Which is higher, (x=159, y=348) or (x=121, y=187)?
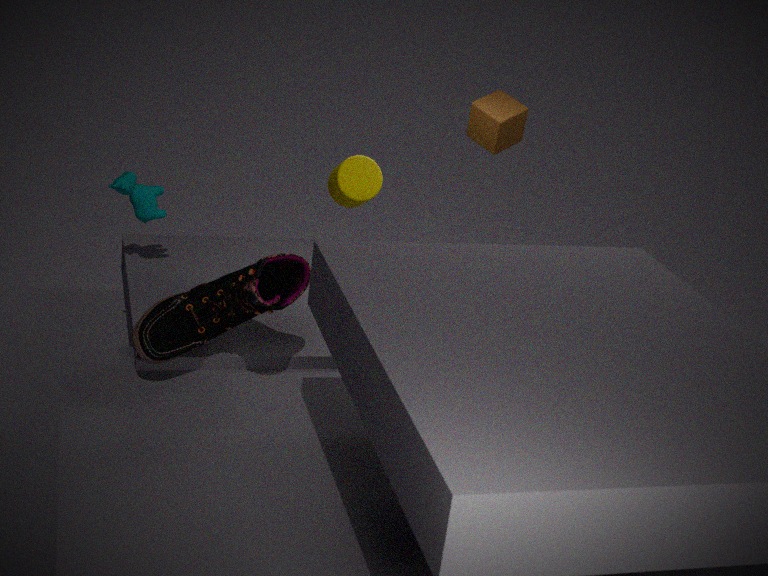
(x=121, y=187)
